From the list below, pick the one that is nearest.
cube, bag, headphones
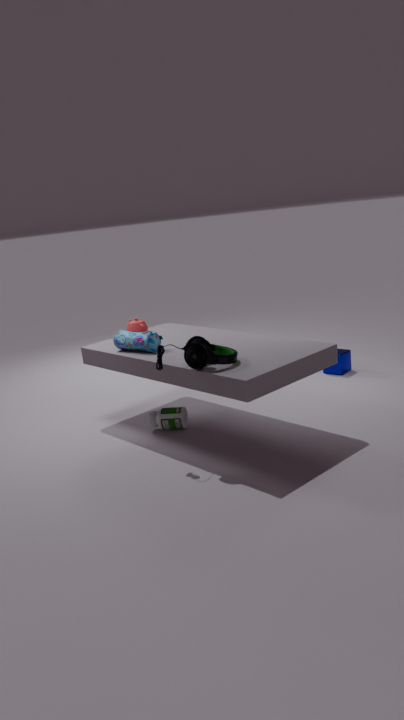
headphones
